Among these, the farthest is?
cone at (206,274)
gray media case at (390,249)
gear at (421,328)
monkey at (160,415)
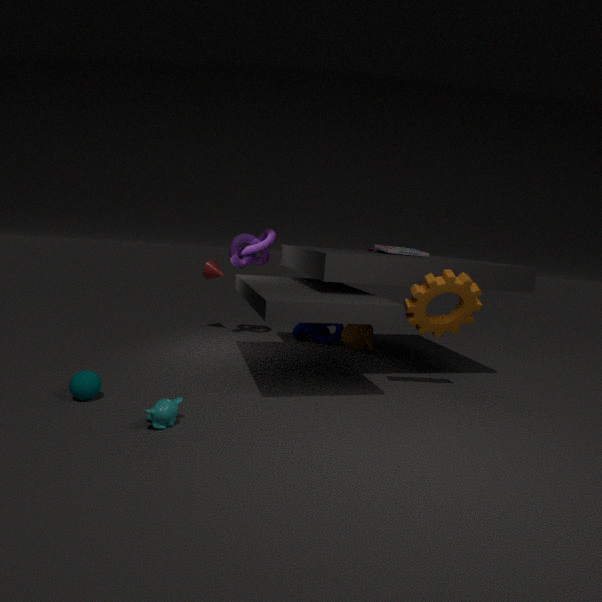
cone at (206,274)
